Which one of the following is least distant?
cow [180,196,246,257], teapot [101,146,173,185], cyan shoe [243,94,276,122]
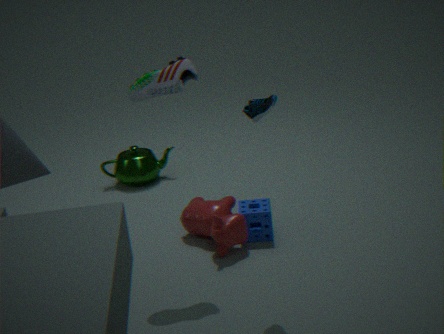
cyan shoe [243,94,276,122]
